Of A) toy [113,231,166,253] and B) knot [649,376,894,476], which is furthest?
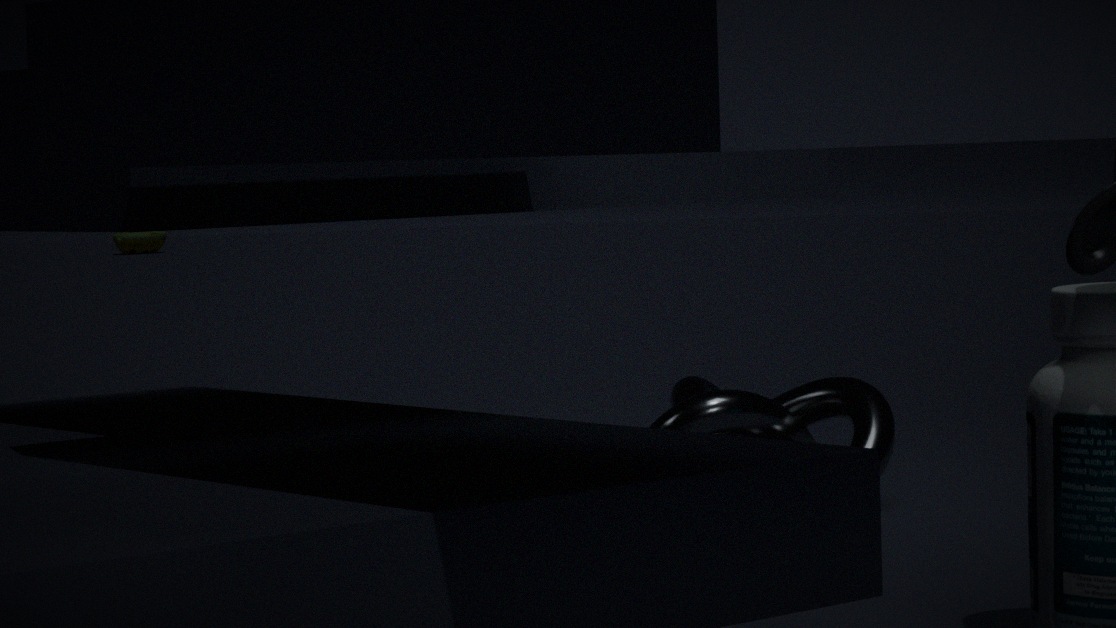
A. toy [113,231,166,253]
